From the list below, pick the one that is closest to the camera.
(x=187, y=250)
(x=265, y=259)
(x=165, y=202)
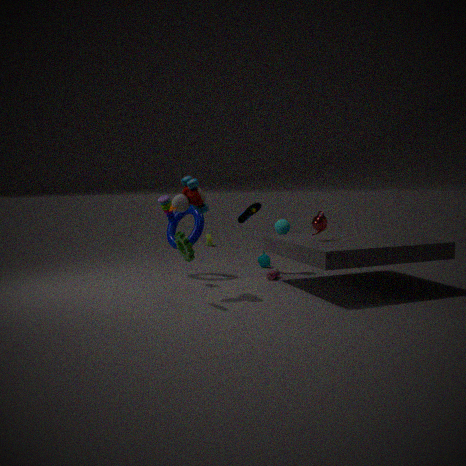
(x=187, y=250)
